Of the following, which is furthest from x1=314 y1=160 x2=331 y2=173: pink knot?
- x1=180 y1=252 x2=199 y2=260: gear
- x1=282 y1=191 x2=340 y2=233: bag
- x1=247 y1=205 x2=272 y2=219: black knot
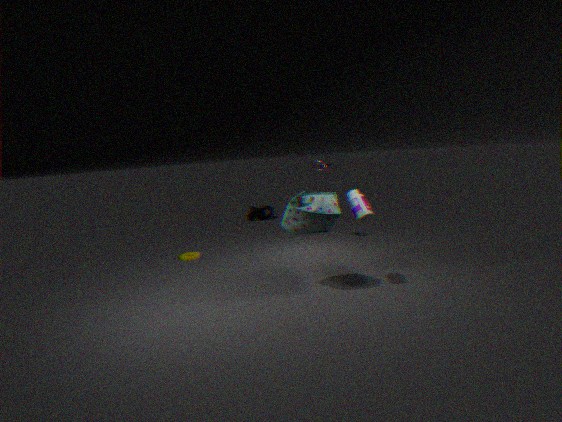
x1=247 y1=205 x2=272 y2=219: black knot
